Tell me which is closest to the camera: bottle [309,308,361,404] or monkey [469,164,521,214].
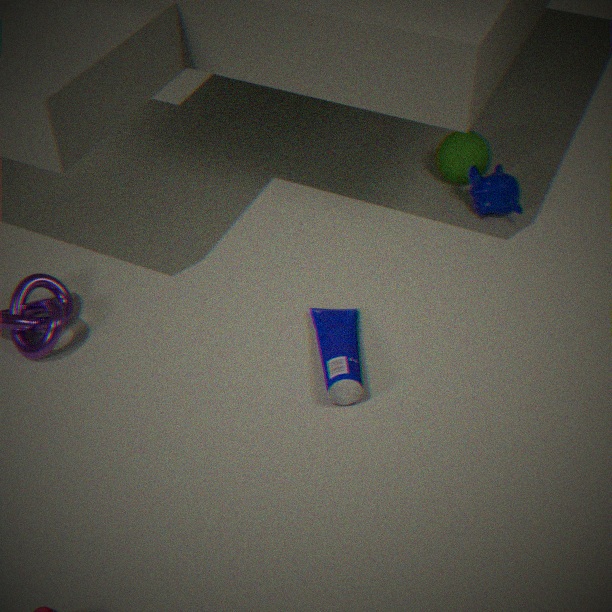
bottle [309,308,361,404]
